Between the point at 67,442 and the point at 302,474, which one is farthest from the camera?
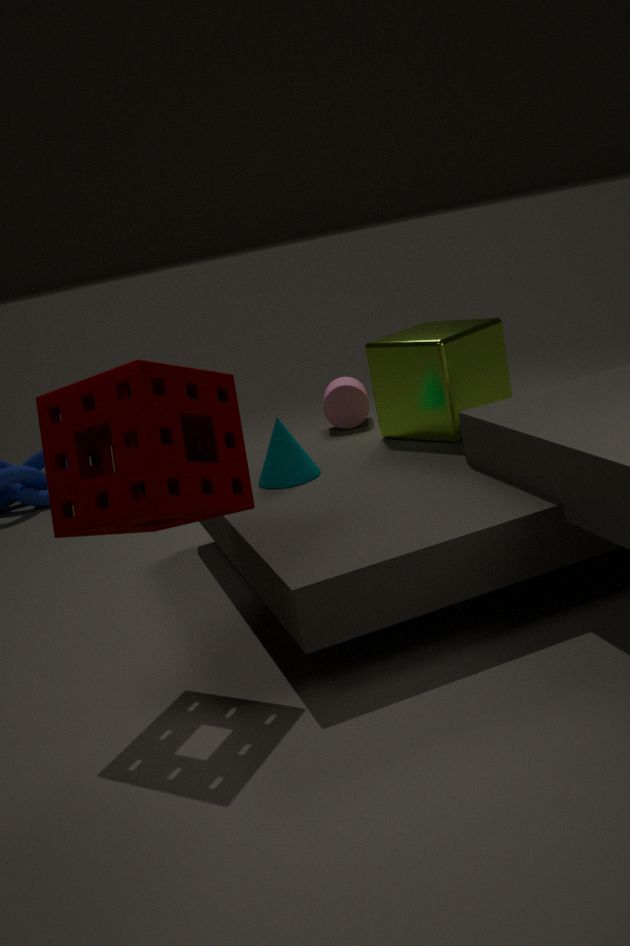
the point at 302,474
